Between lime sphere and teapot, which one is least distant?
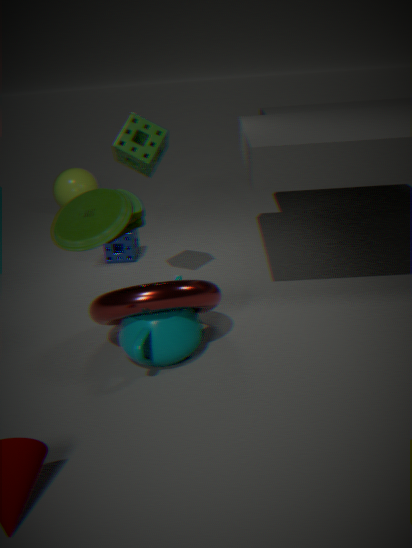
teapot
